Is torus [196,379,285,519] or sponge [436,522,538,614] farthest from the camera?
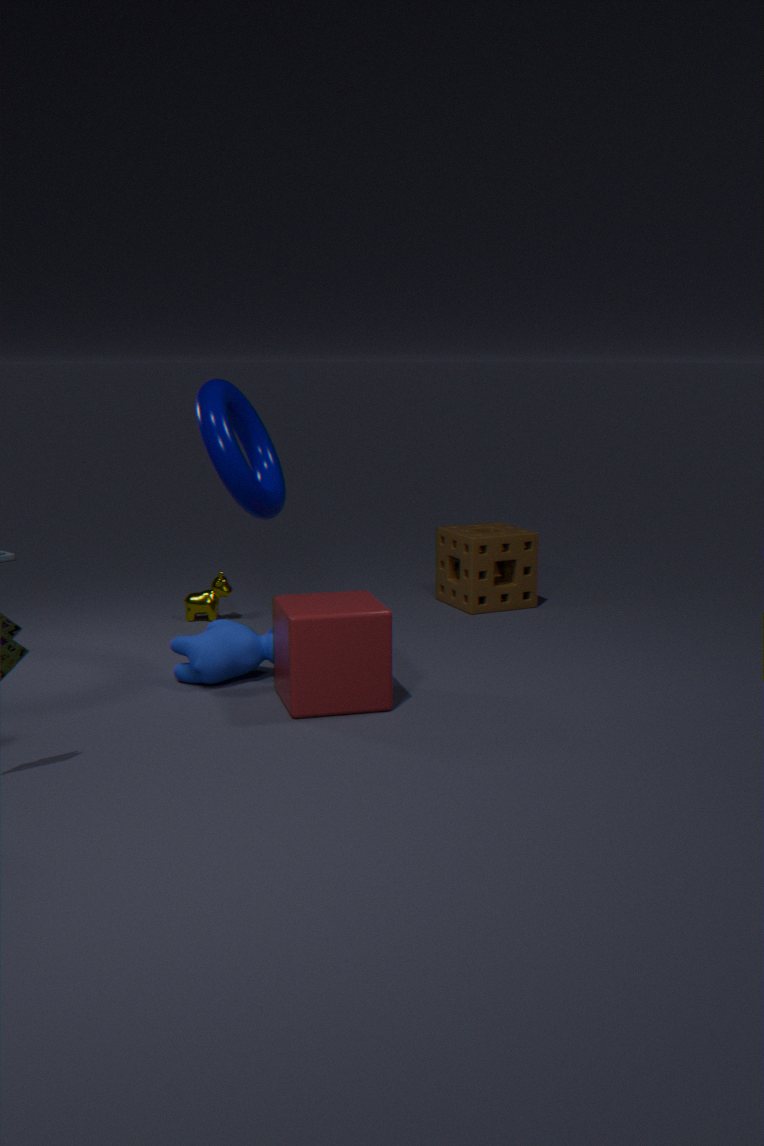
sponge [436,522,538,614]
